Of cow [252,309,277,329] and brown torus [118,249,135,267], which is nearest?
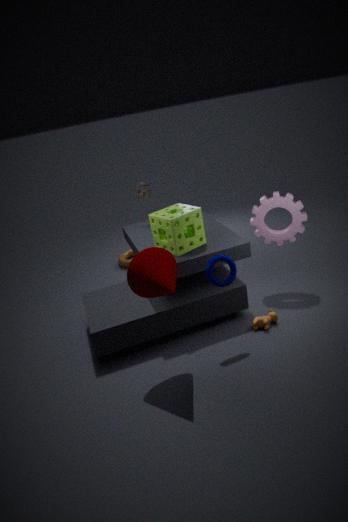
cow [252,309,277,329]
